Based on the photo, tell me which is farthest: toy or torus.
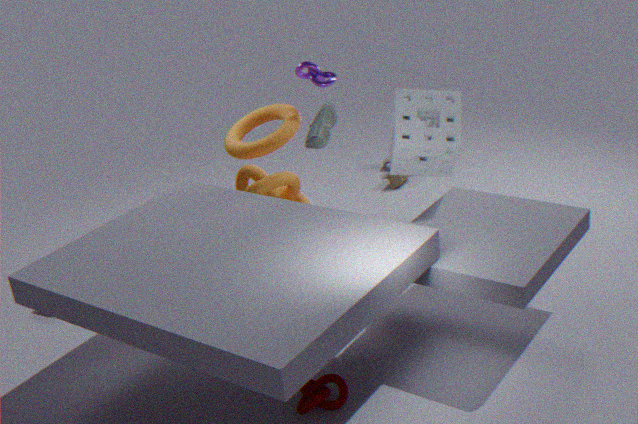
toy
